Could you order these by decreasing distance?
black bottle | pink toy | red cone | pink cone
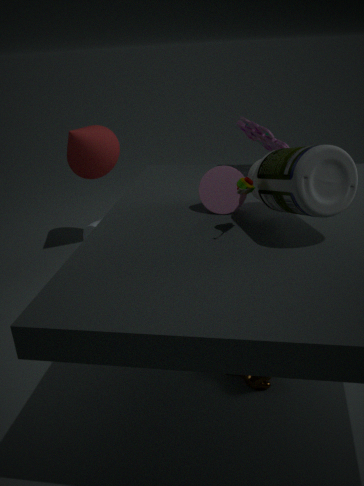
red cone, pink toy, pink cone, black bottle
